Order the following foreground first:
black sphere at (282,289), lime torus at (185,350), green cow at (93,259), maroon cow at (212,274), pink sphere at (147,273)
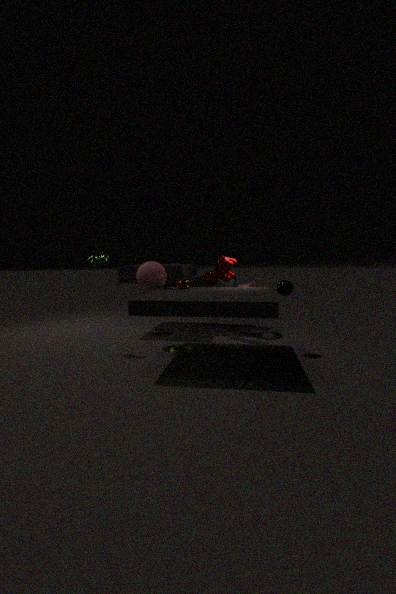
1. black sphere at (282,289)
2. lime torus at (185,350)
3. green cow at (93,259)
4. pink sphere at (147,273)
5. maroon cow at (212,274)
